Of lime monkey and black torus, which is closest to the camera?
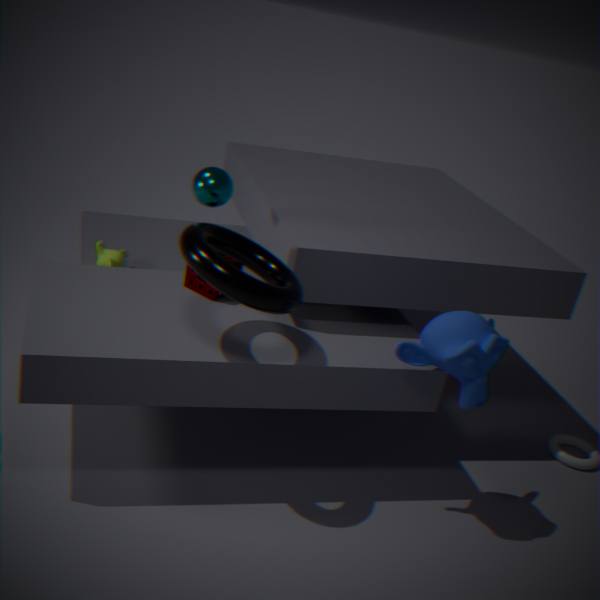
black torus
